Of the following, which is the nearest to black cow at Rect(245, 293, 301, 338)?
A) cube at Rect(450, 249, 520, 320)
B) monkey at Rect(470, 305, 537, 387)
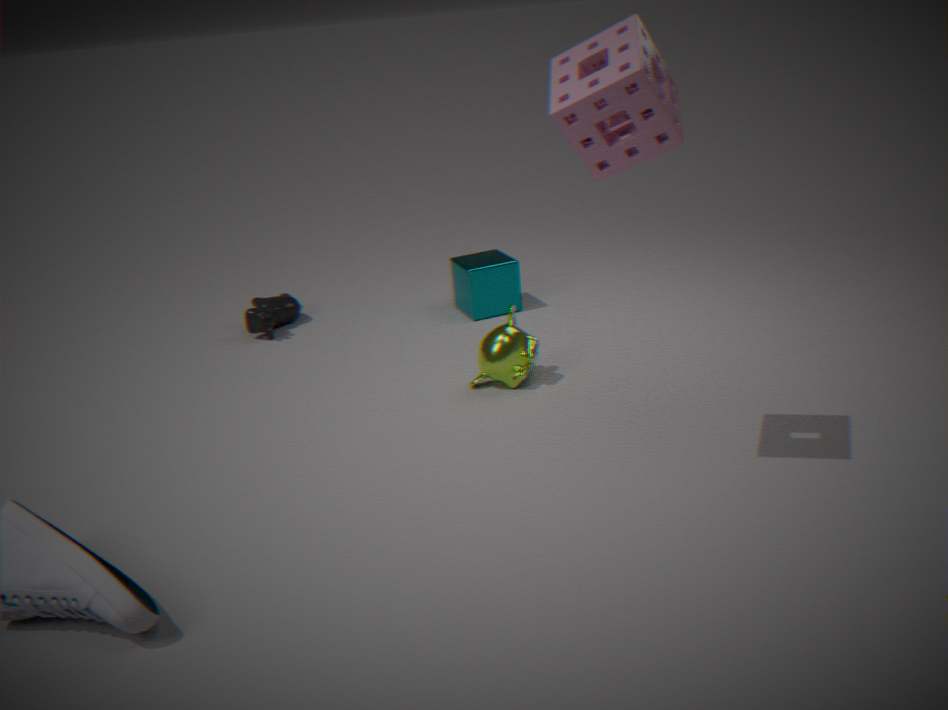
cube at Rect(450, 249, 520, 320)
